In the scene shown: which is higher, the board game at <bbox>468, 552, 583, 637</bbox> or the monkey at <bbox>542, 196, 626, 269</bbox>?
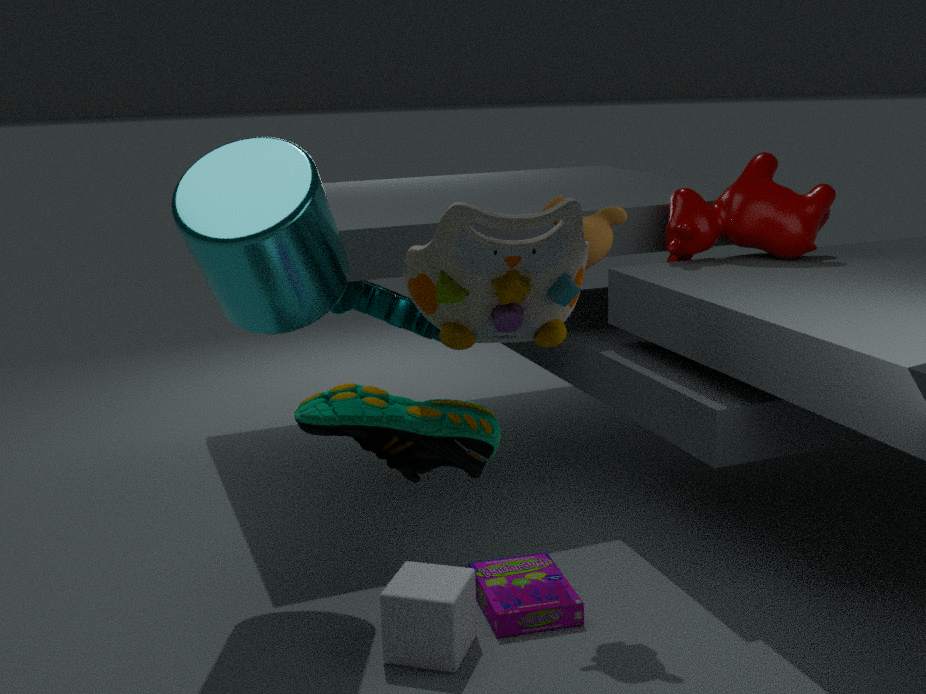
the monkey at <bbox>542, 196, 626, 269</bbox>
